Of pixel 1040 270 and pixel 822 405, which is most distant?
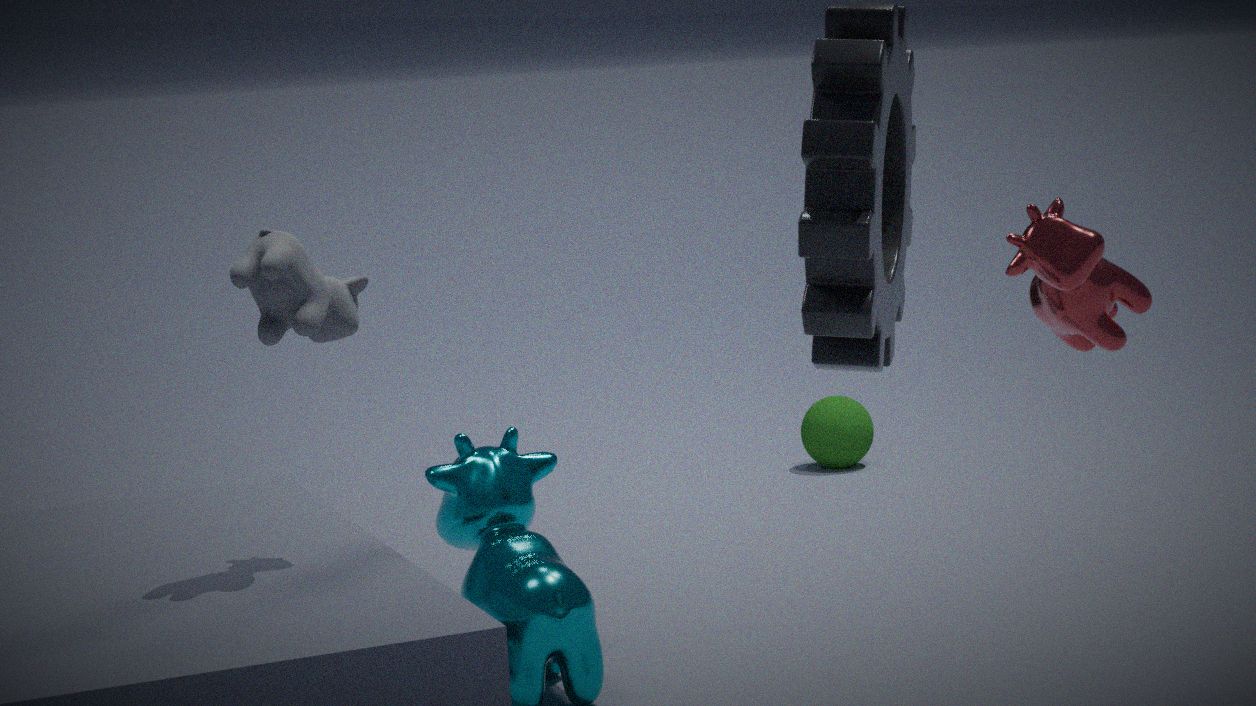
pixel 822 405
